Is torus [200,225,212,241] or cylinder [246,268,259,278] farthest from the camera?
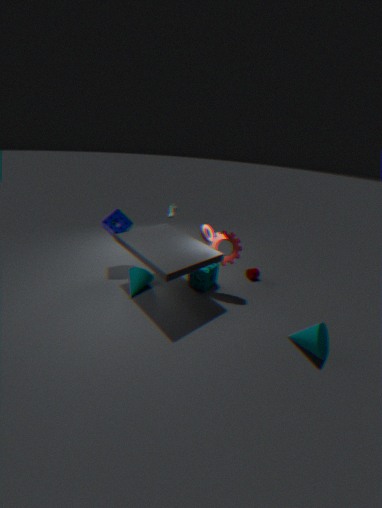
cylinder [246,268,259,278]
